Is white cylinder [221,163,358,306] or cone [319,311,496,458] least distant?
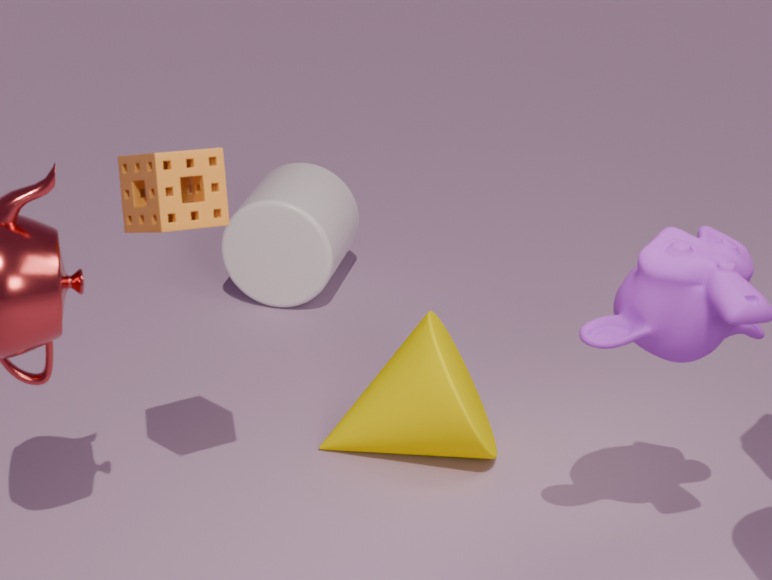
cone [319,311,496,458]
